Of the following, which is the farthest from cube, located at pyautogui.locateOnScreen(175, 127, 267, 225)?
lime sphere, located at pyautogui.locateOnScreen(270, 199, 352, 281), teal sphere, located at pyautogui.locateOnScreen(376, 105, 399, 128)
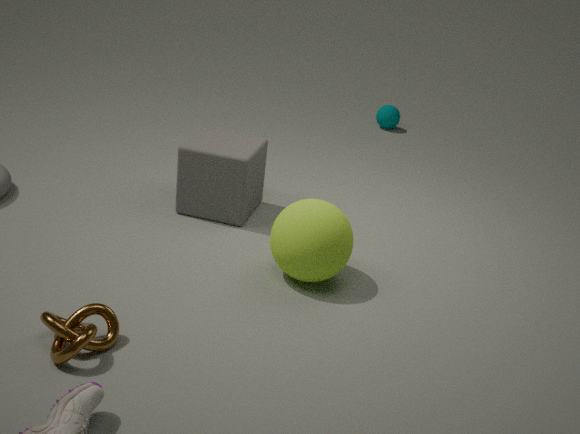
teal sphere, located at pyautogui.locateOnScreen(376, 105, 399, 128)
